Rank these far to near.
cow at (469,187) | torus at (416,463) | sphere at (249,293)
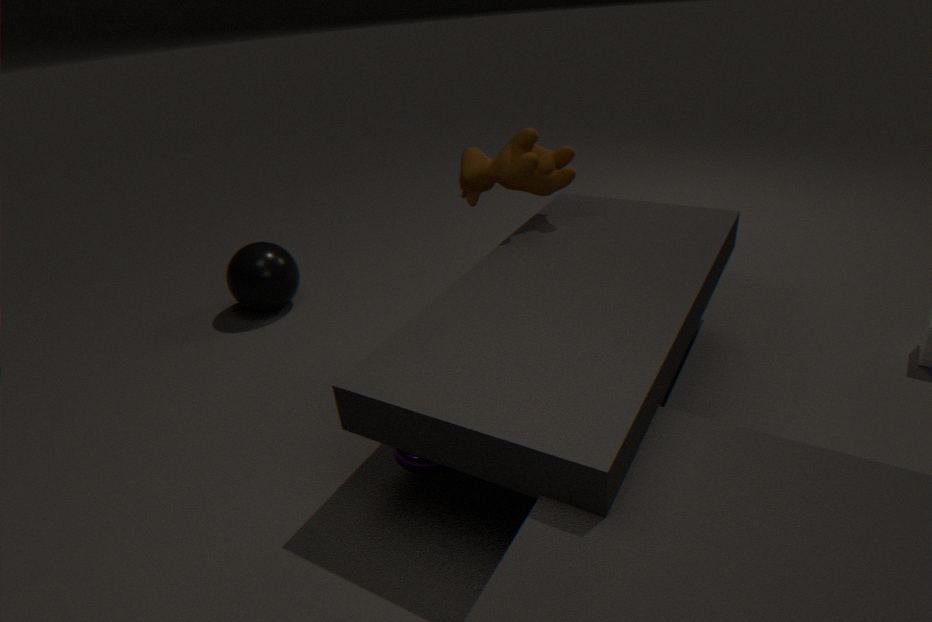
sphere at (249,293) → cow at (469,187) → torus at (416,463)
